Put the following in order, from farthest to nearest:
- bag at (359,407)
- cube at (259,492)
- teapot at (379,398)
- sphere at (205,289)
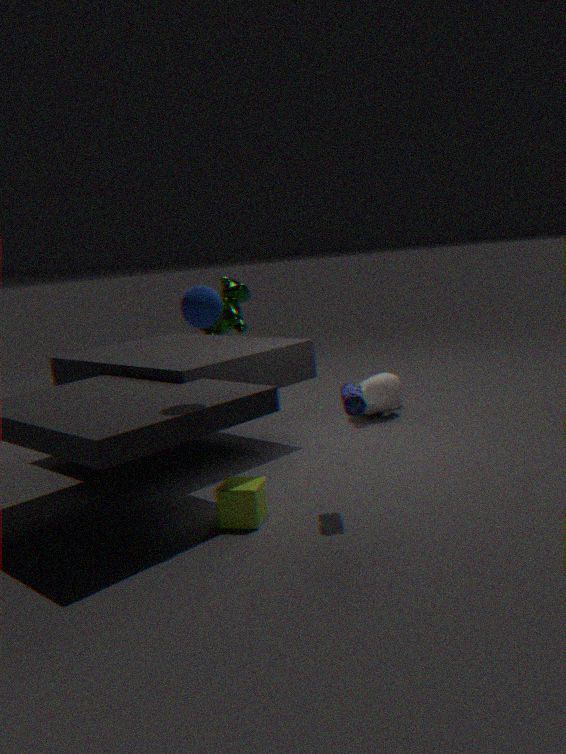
1. teapot at (379,398)
2. cube at (259,492)
3. bag at (359,407)
4. sphere at (205,289)
